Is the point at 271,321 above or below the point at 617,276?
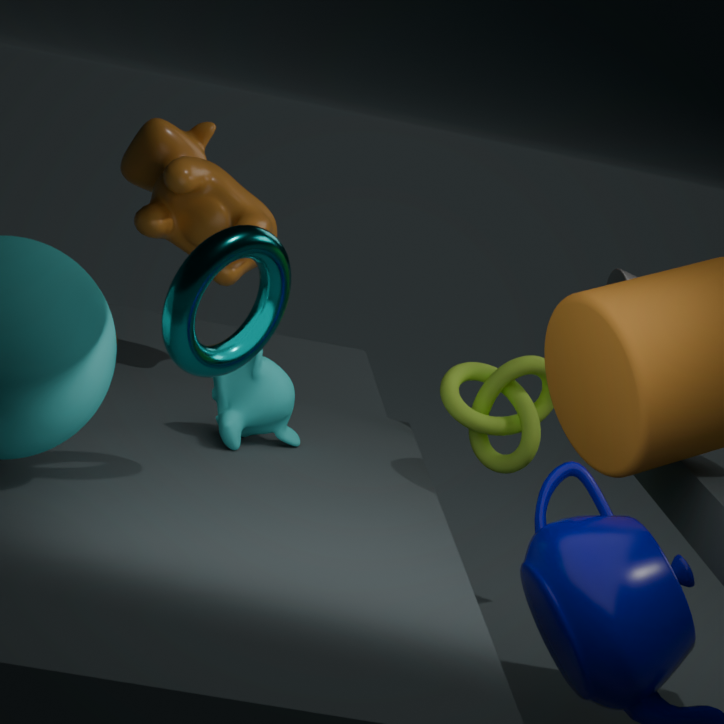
above
